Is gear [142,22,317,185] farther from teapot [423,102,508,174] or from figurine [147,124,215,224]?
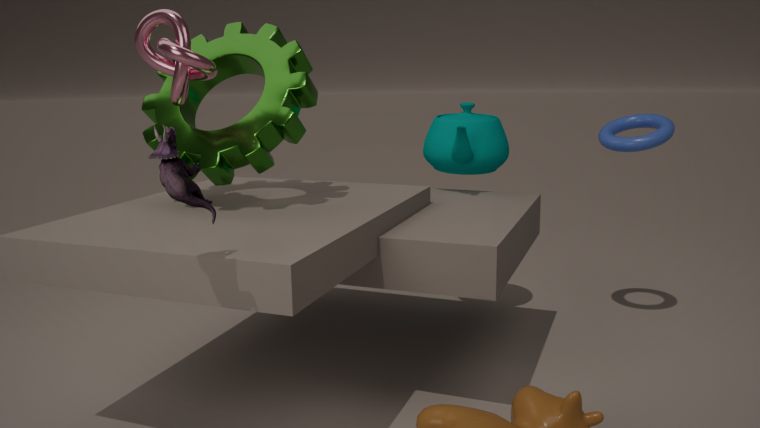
teapot [423,102,508,174]
